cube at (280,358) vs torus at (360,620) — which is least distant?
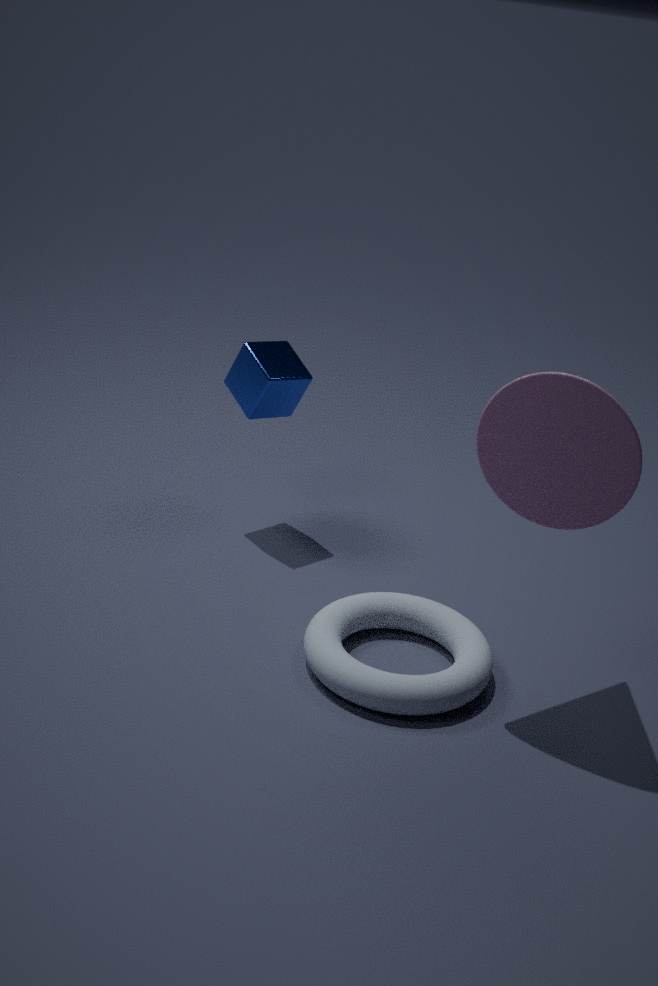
torus at (360,620)
